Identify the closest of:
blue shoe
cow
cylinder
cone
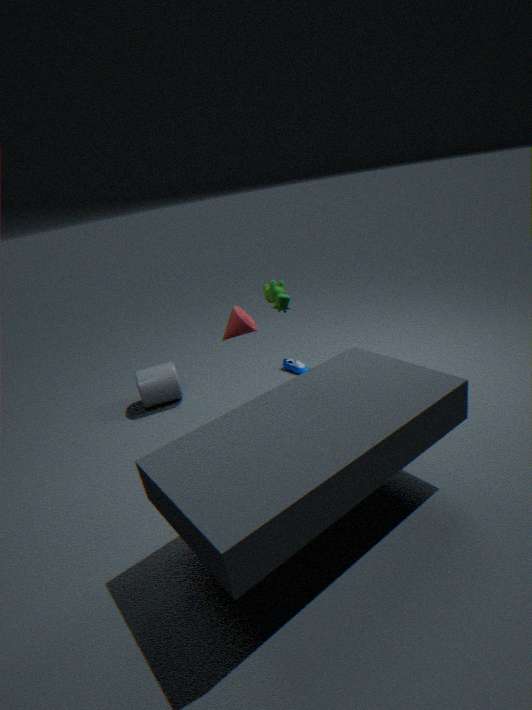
cow
